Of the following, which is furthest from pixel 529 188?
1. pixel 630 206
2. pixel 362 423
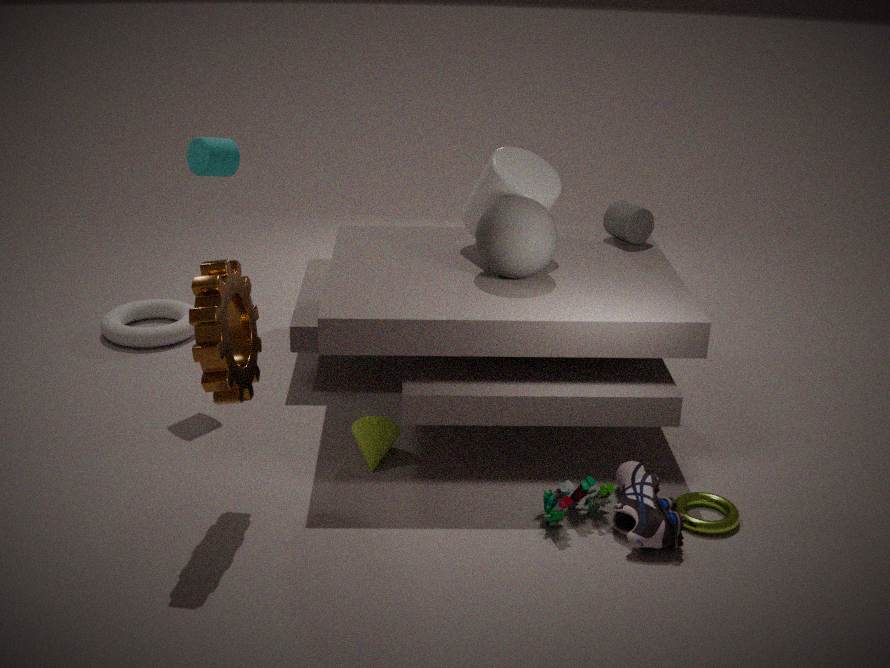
pixel 362 423
